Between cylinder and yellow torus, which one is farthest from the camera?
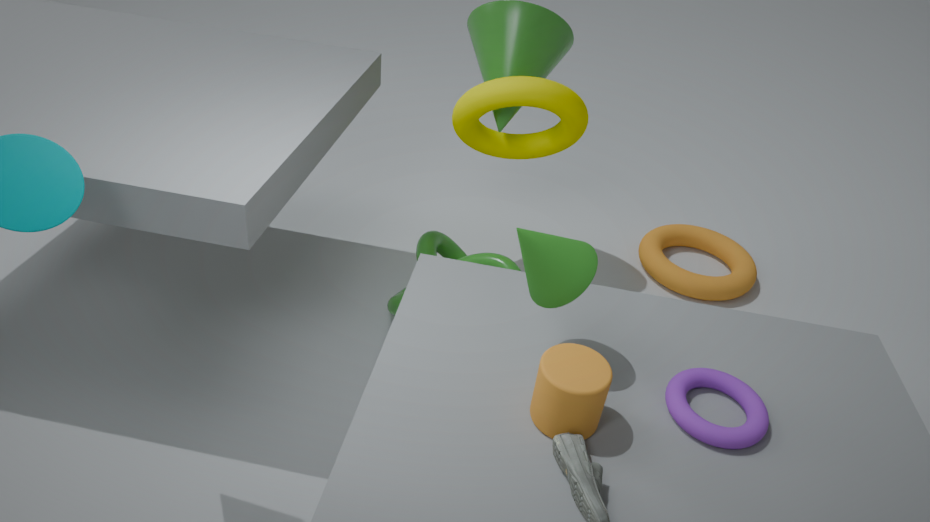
yellow torus
